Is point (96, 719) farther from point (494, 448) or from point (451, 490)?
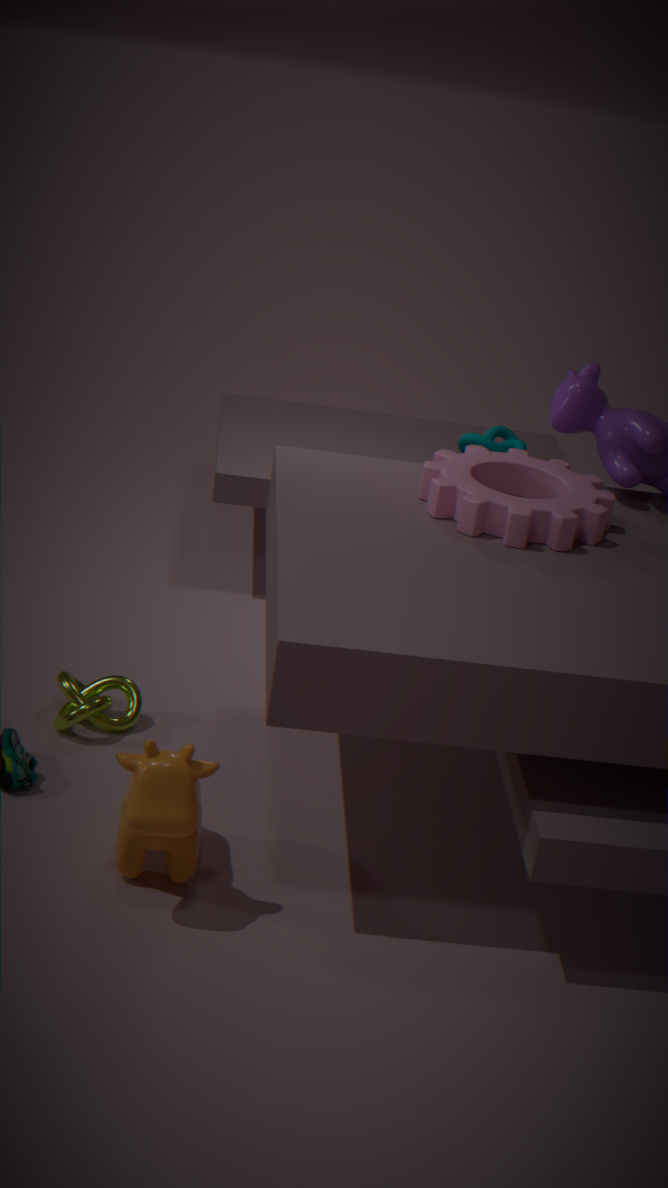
point (494, 448)
